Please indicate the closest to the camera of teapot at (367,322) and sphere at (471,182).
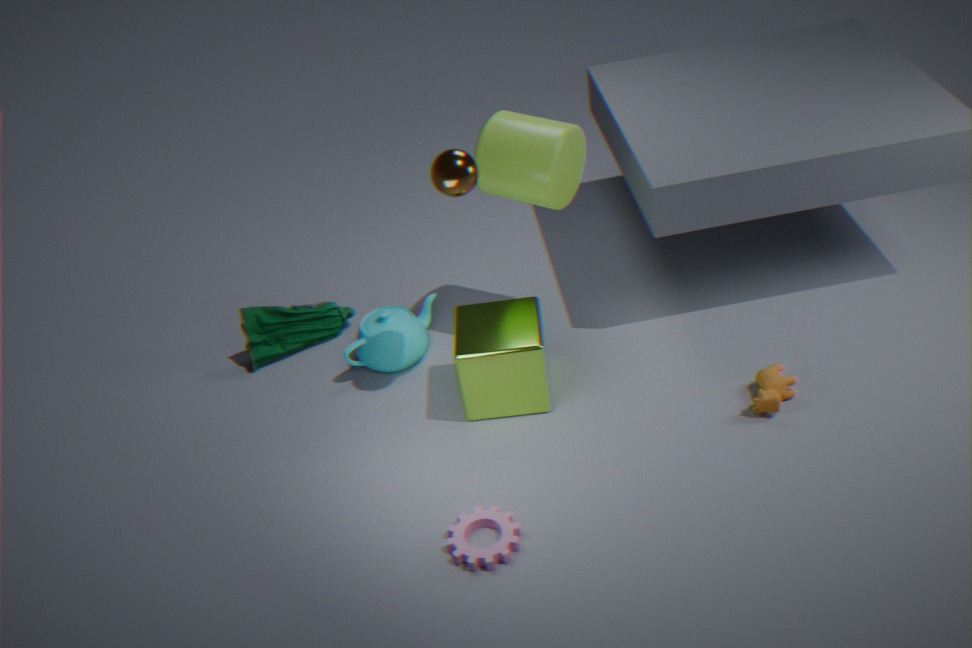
sphere at (471,182)
